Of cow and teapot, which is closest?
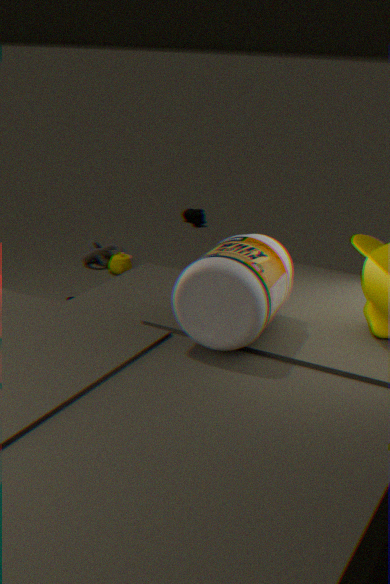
teapot
